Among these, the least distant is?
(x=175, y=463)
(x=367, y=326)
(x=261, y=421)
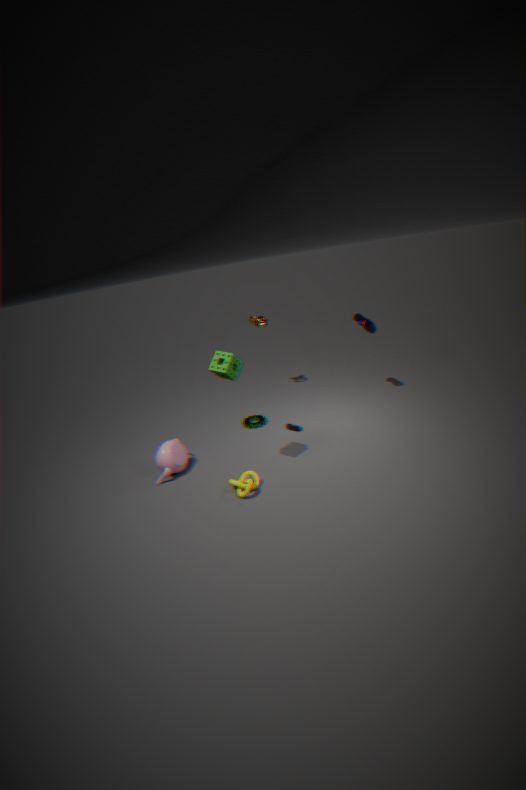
(x=175, y=463)
